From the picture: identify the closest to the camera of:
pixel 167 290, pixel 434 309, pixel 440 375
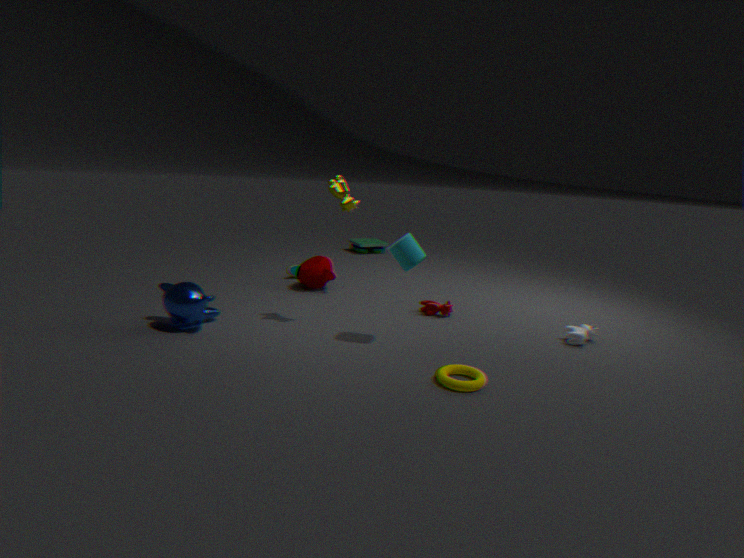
pixel 440 375
